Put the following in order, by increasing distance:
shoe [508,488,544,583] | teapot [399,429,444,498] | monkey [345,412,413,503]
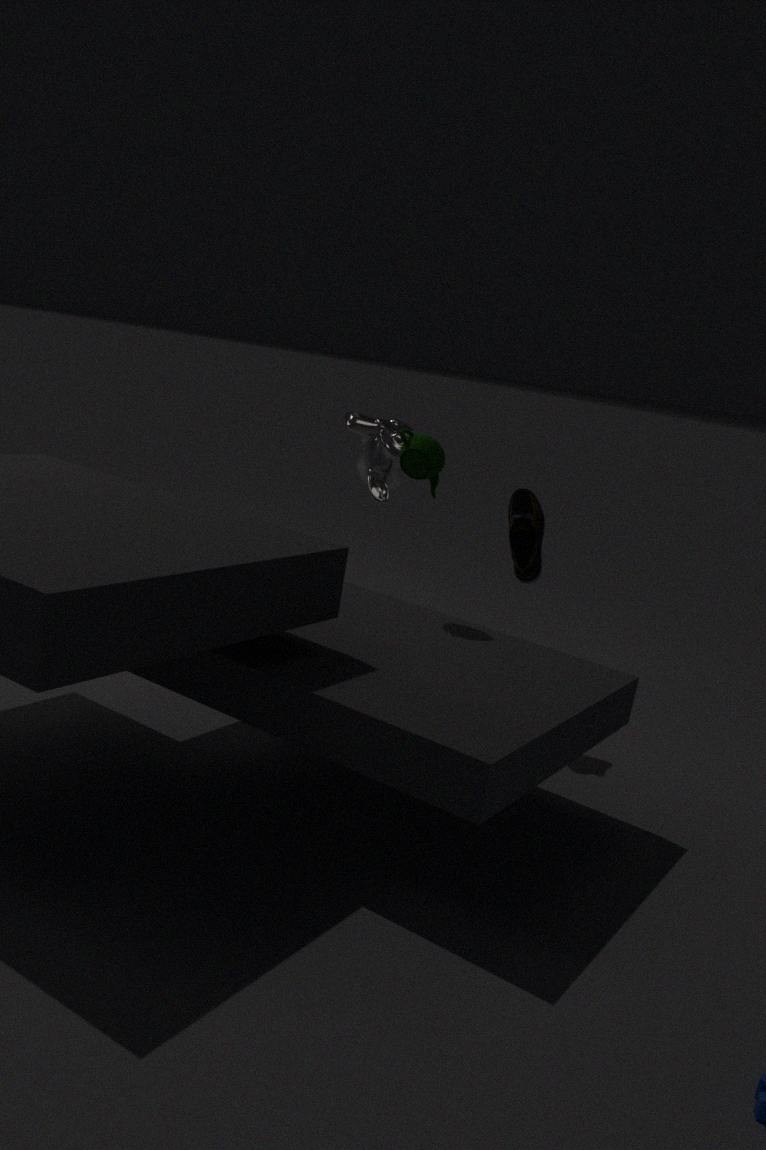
teapot [399,429,444,498] → shoe [508,488,544,583] → monkey [345,412,413,503]
